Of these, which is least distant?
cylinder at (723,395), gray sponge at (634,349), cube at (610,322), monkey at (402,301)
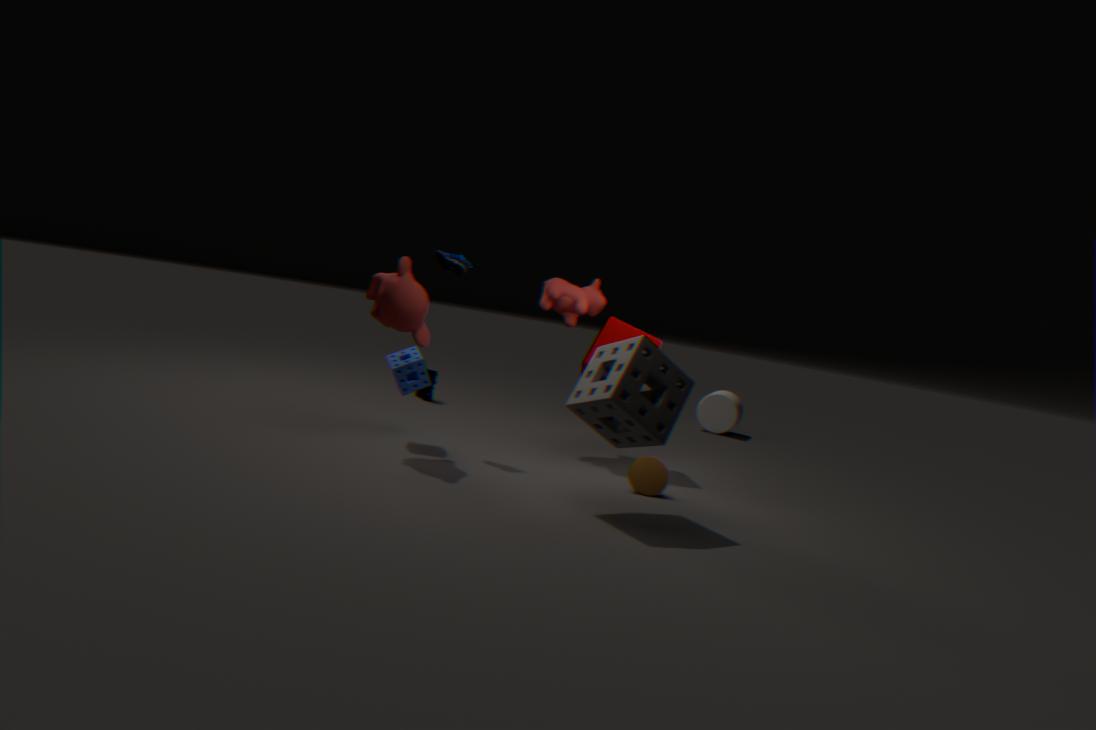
gray sponge at (634,349)
